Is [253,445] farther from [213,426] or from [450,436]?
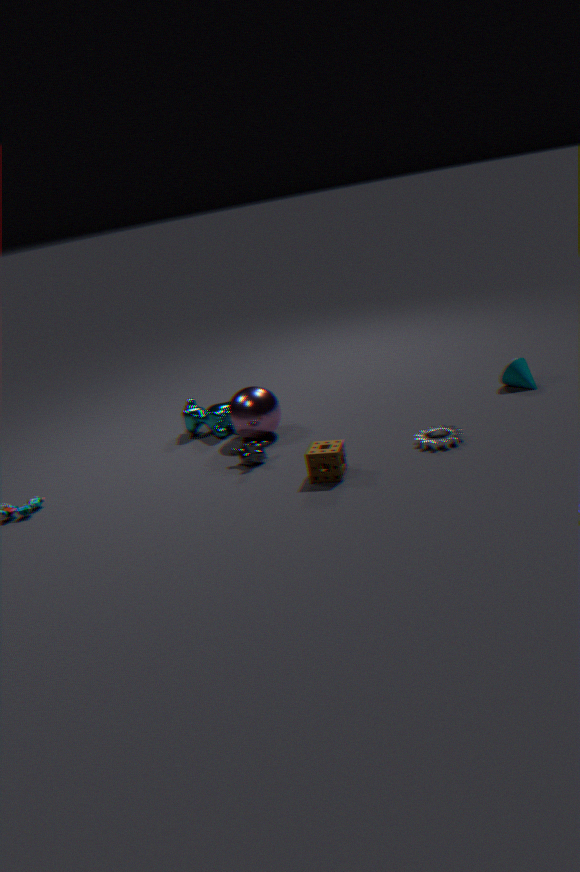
[450,436]
